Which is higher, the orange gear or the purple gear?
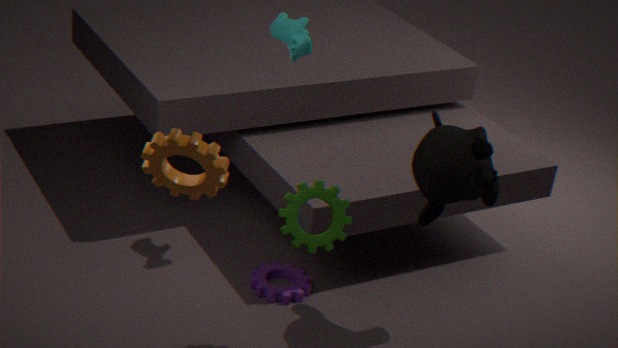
the orange gear
